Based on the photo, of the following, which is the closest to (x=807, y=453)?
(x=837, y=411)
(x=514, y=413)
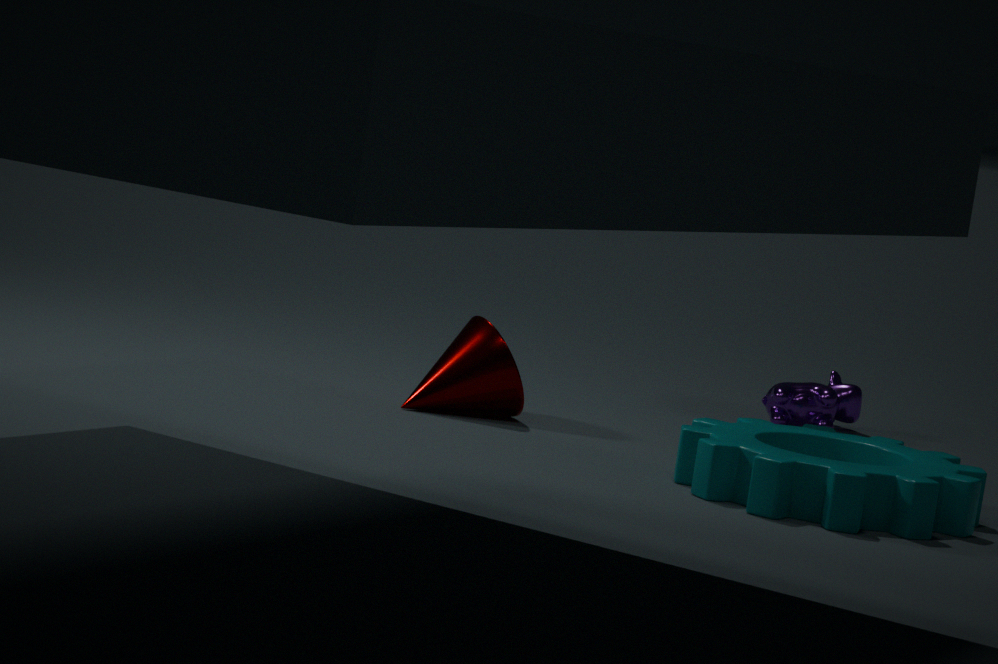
(x=514, y=413)
